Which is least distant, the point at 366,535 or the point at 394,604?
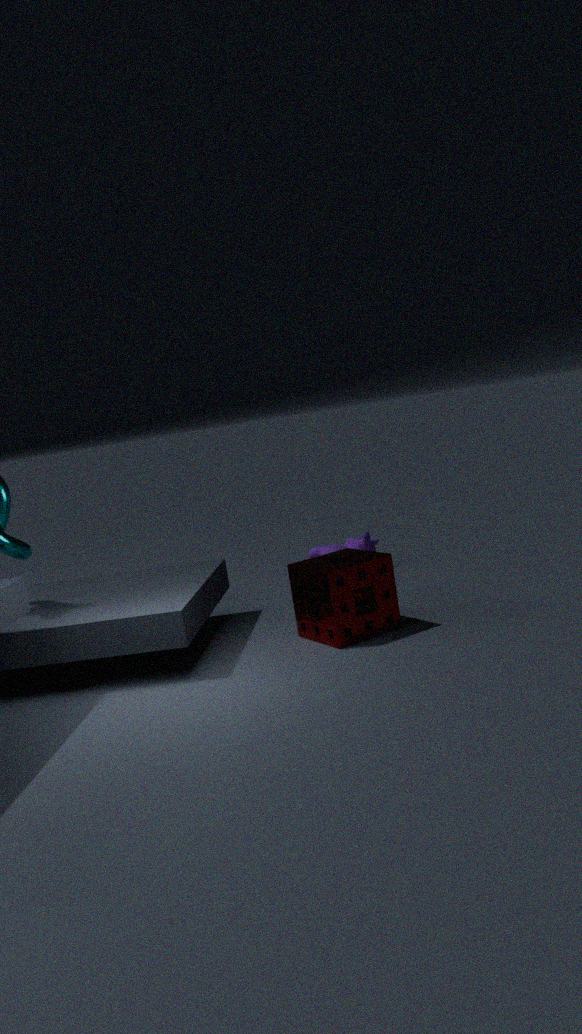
the point at 394,604
